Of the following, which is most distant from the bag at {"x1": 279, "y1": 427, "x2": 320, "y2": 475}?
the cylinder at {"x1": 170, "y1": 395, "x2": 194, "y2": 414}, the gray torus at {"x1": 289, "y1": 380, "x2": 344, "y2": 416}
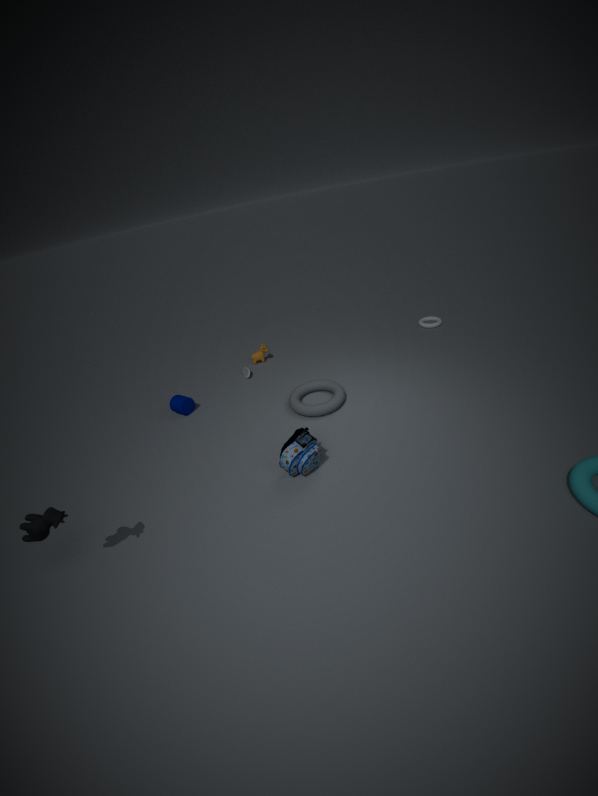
the cylinder at {"x1": 170, "y1": 395, "x2": 194, "y2": 414}
